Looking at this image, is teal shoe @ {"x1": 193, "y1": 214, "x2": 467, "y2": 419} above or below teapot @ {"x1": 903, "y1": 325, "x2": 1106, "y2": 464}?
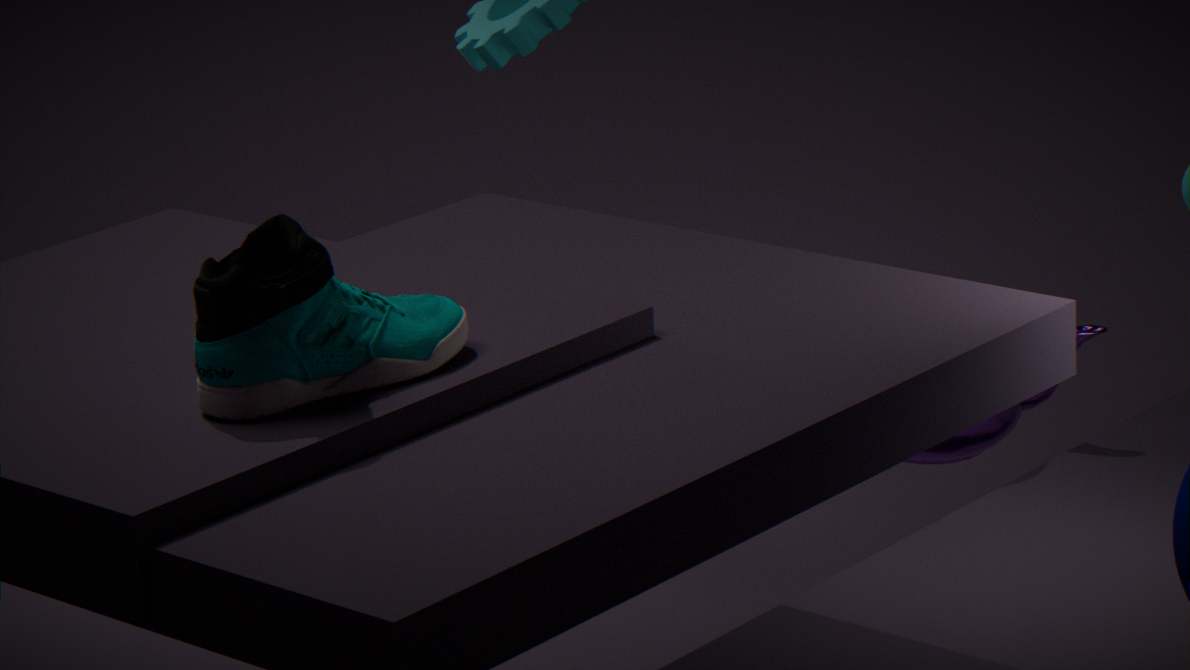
above
